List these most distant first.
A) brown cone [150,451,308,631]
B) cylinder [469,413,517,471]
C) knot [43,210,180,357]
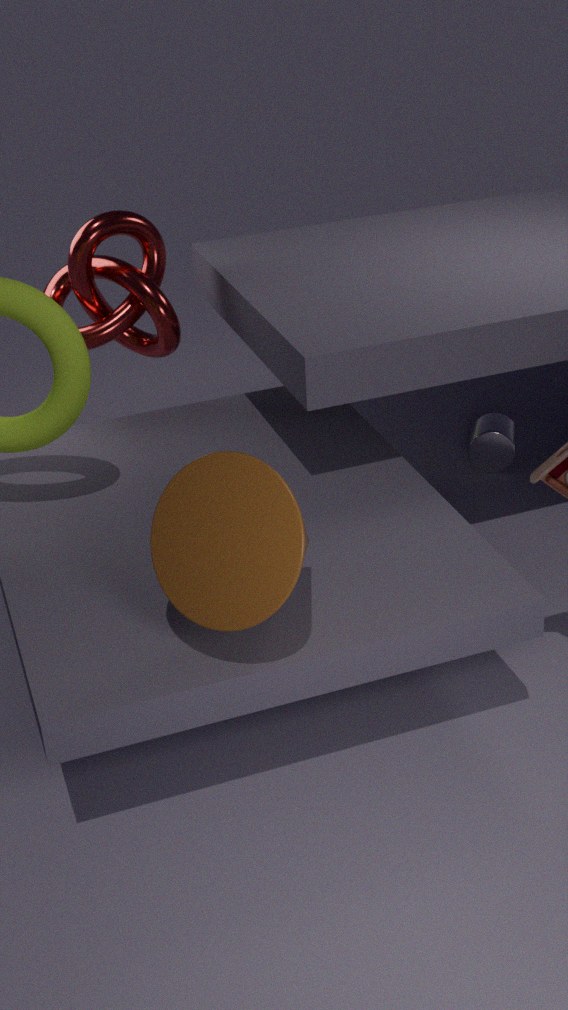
cylinder [469,413,517,471] < knot [43,210,180,357] < brown cone [150,451,308,631]
